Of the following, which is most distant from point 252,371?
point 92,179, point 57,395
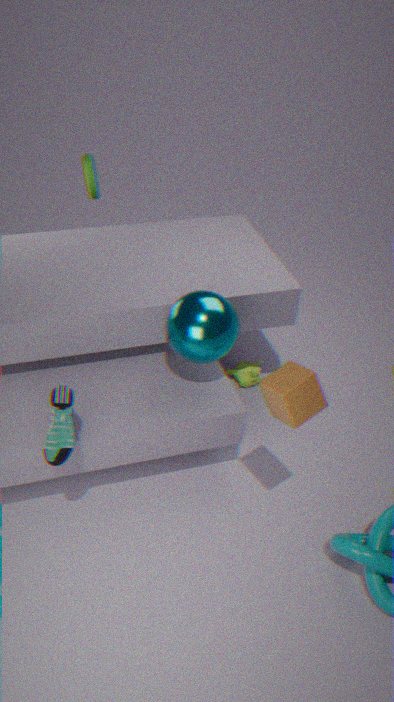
point 57,395
